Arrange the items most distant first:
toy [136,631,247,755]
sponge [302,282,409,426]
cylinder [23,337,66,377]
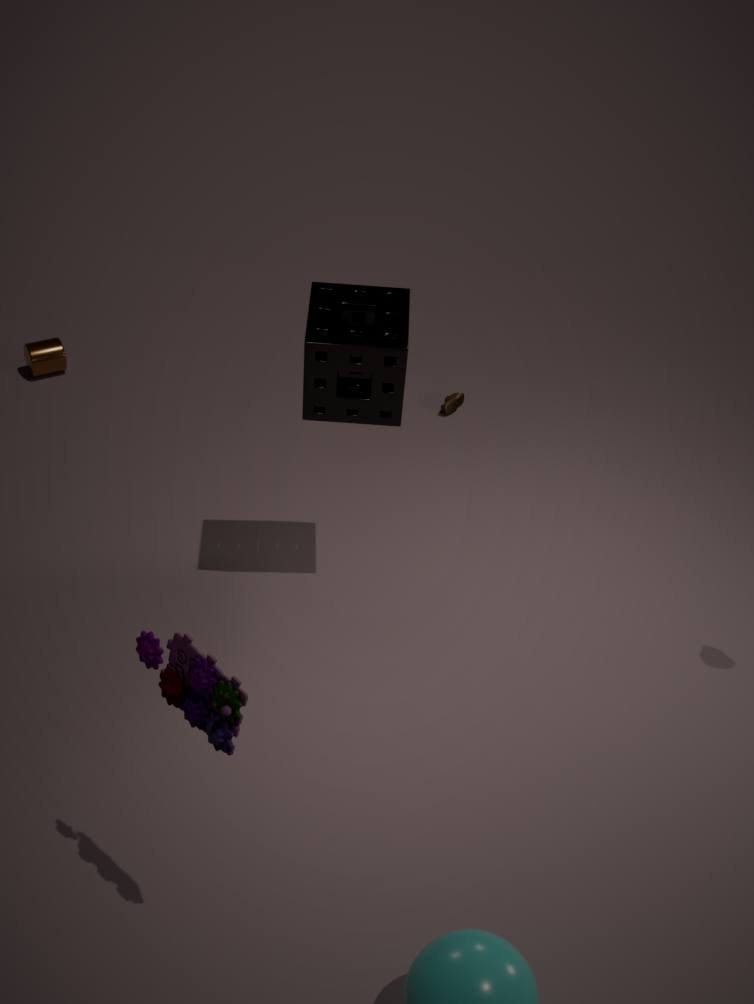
cylinder [23,337,66,377]
sponge [302,282,409,426]
toy [136,631,247,755]
